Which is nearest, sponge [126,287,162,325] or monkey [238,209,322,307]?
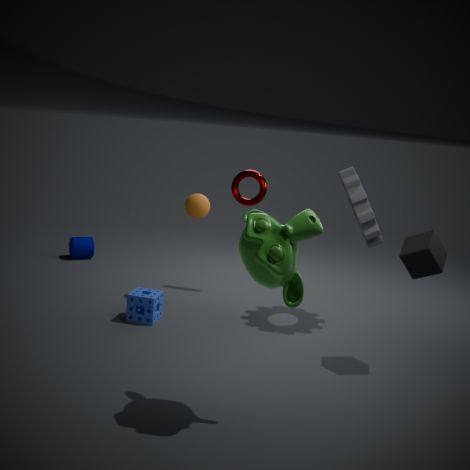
monkey [238,209,322,307]
